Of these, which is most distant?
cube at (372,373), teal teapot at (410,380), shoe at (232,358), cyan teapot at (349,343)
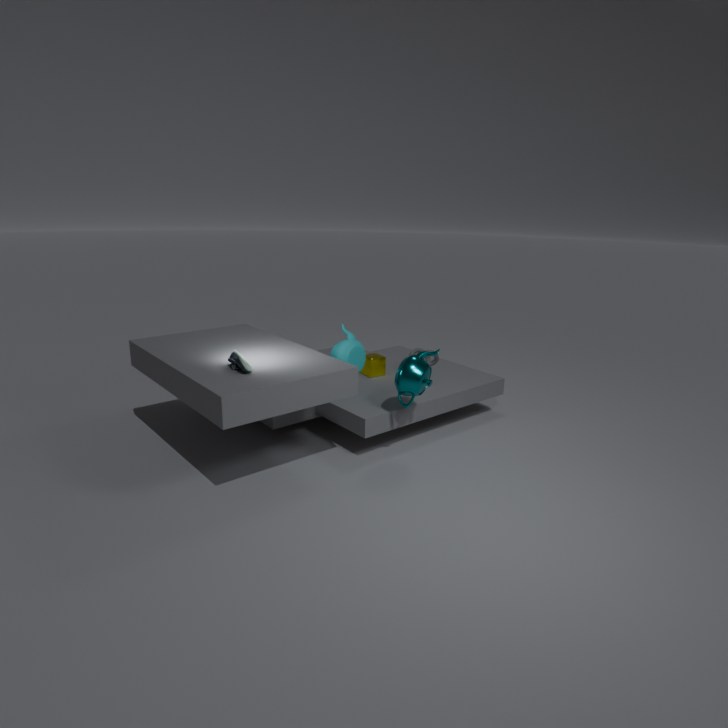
A: cube at (372,373)
